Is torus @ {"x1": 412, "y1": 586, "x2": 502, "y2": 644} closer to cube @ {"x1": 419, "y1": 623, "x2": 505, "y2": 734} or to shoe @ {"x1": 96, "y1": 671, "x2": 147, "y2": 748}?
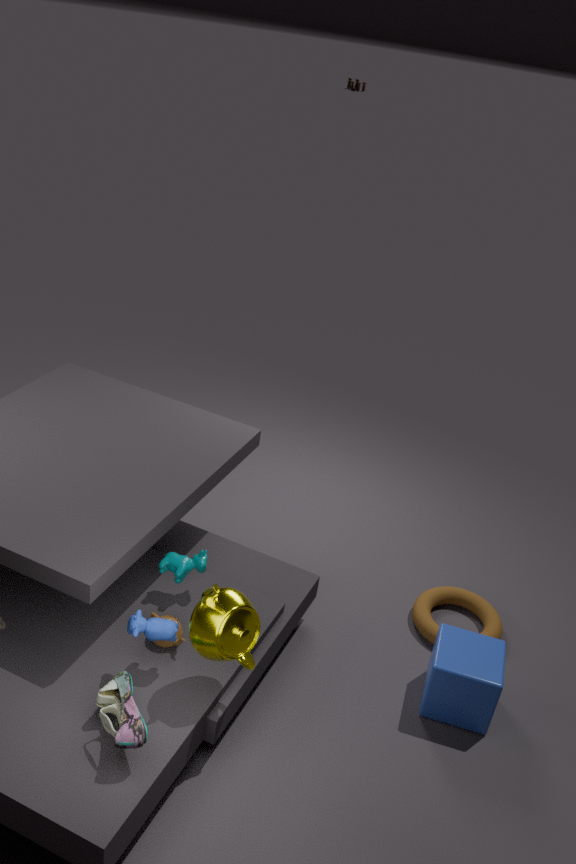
cube @ {"x1": 419, "y1": 623, "x2": 505, "y2": 734}
